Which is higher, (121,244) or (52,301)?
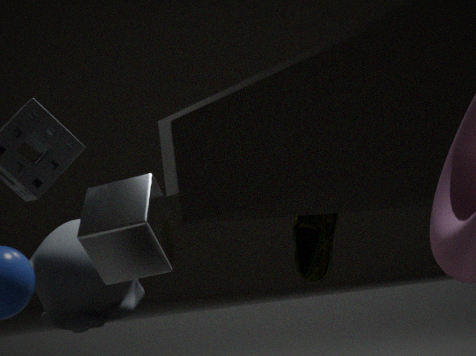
(121,244)
